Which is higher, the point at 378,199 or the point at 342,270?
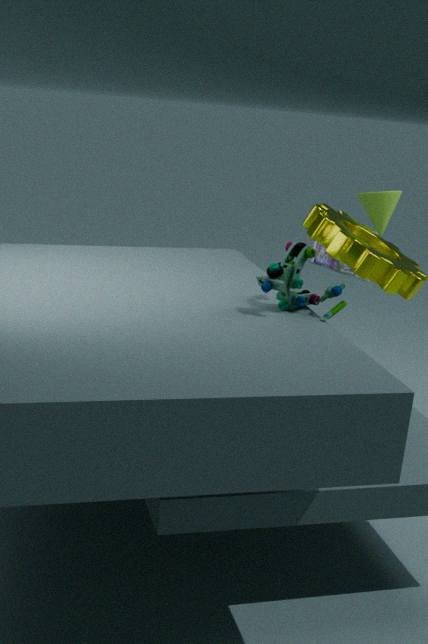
the point at 378,199
